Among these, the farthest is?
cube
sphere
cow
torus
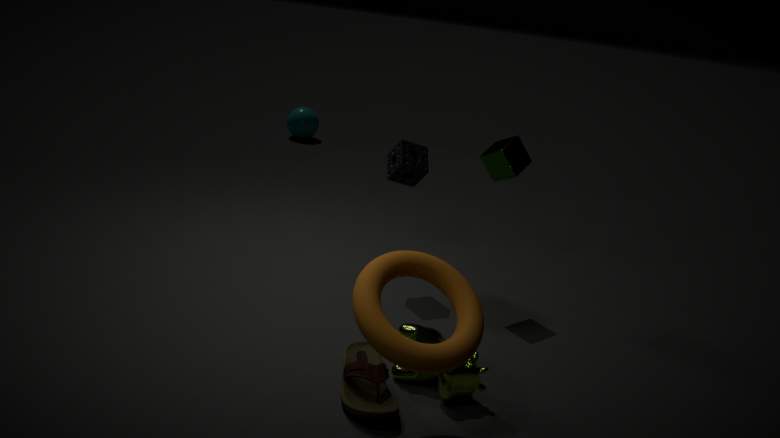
sphere
